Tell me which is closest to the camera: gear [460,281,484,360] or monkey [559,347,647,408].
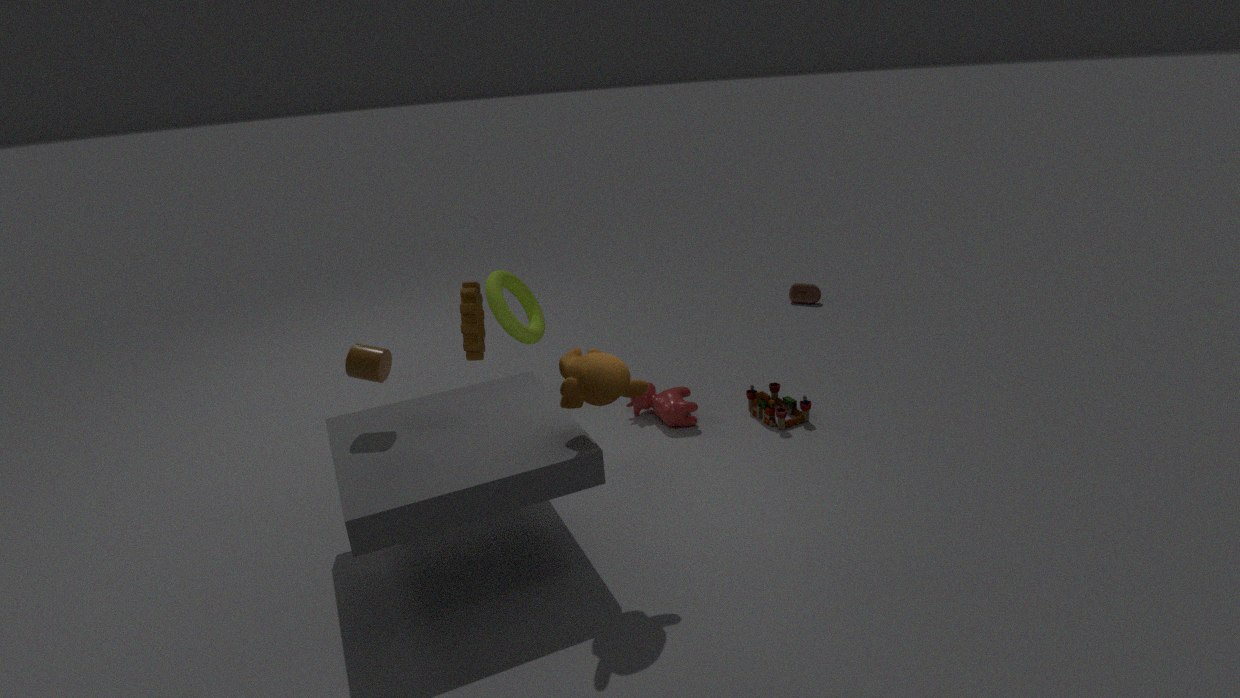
monkey [559,347,647,408]
